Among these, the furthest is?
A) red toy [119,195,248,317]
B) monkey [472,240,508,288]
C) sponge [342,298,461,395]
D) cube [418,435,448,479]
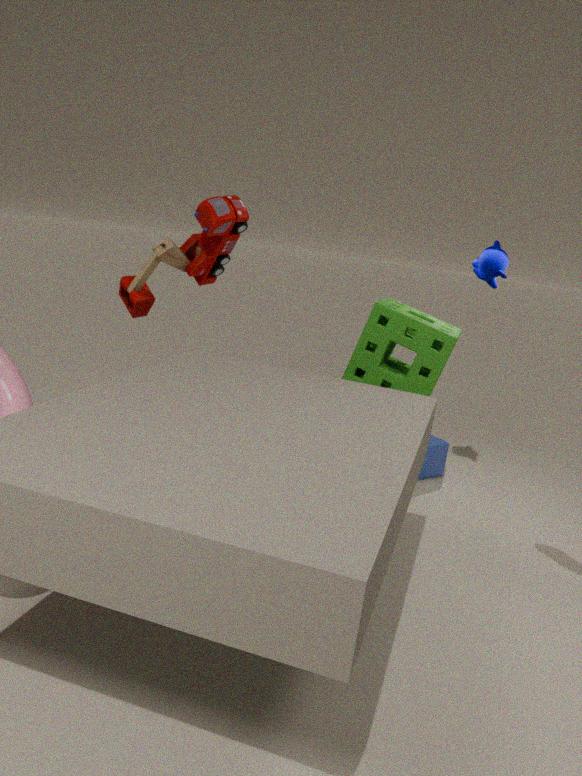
cube [418,435,448,479]
